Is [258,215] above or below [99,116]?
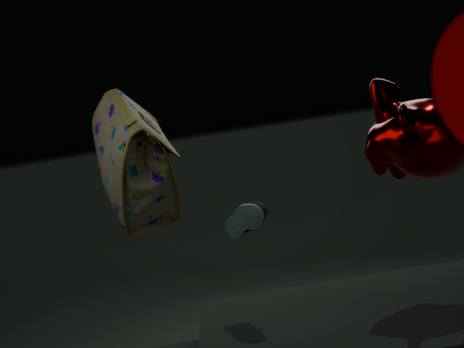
below
